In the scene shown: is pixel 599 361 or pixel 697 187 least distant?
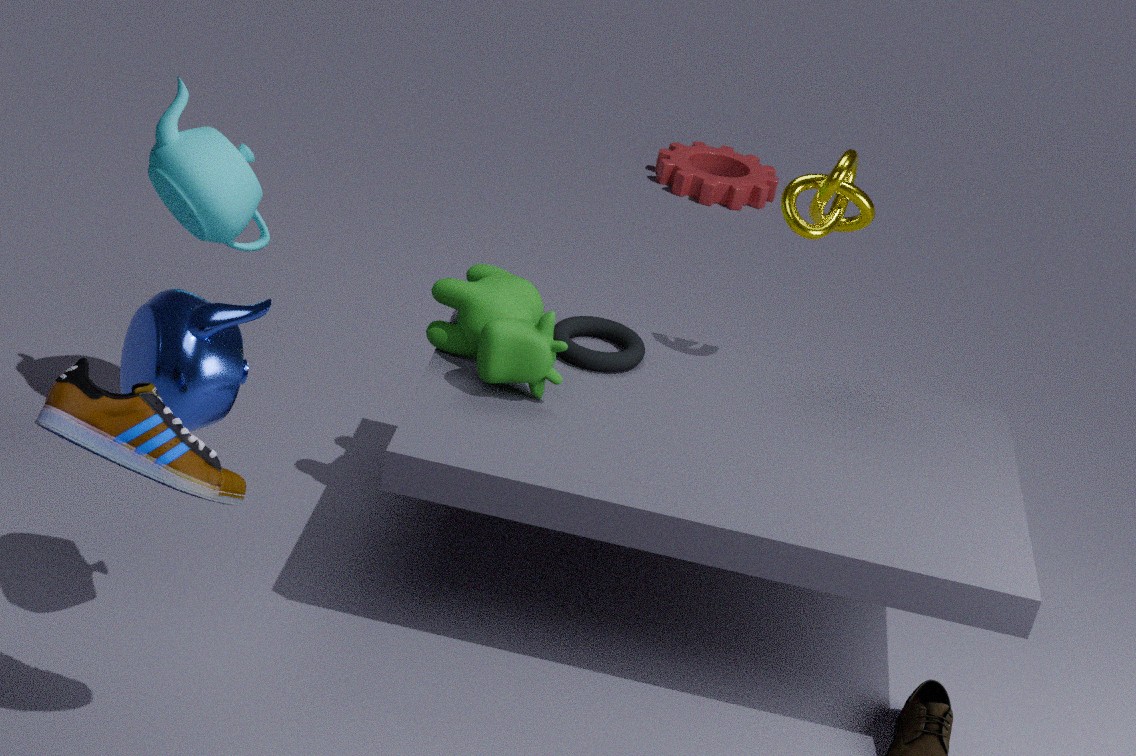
pixel 599 361
